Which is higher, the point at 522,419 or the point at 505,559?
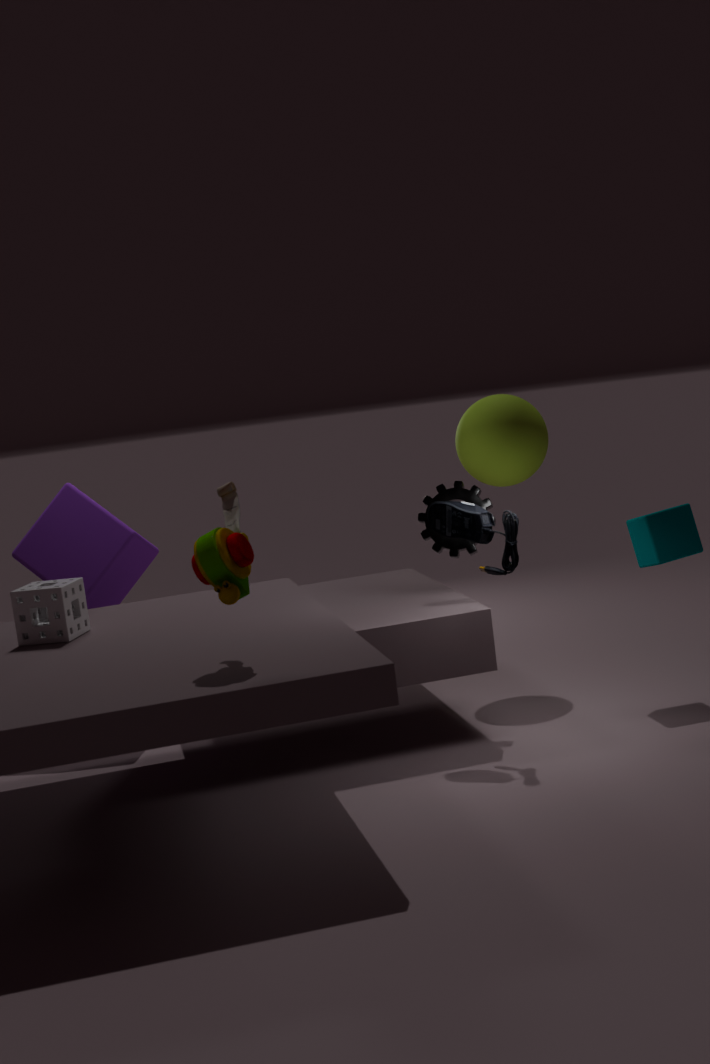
the point at 522,419
